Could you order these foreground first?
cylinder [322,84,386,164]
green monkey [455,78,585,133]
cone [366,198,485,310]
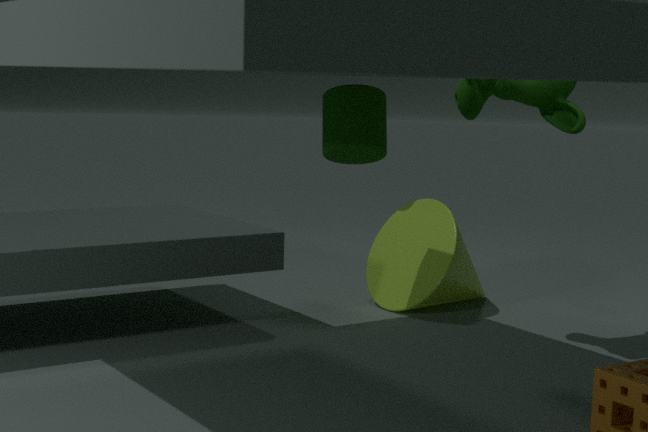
cylinder [322,84,386,164] < green monkey [455,78,585,133] < cone [366,198,485,310]
